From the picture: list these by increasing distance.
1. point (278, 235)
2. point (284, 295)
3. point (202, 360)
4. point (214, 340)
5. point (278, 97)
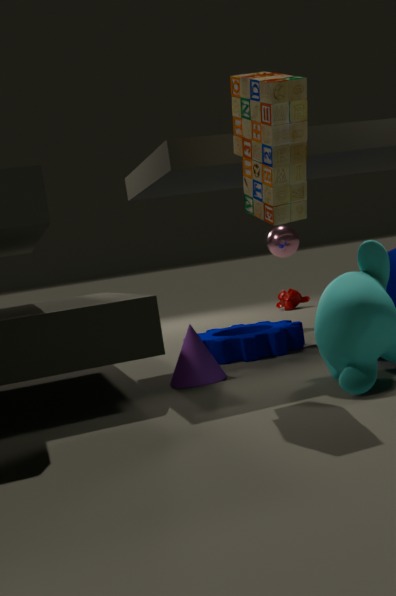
point (278, 97)
point (202, 360)
point (214, 340)
point (278, 235)
point (284, 295)
